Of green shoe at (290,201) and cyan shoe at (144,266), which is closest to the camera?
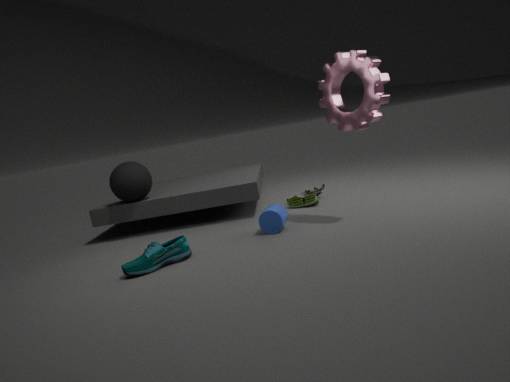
cyan shoe at (144,266)
